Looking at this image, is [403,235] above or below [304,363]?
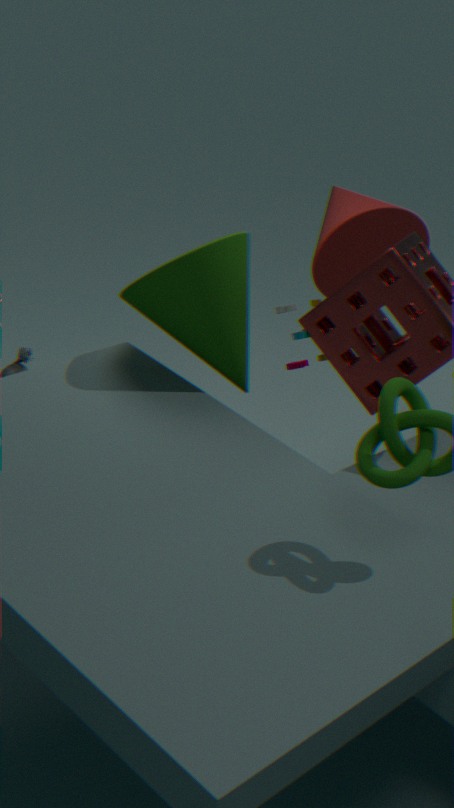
above
